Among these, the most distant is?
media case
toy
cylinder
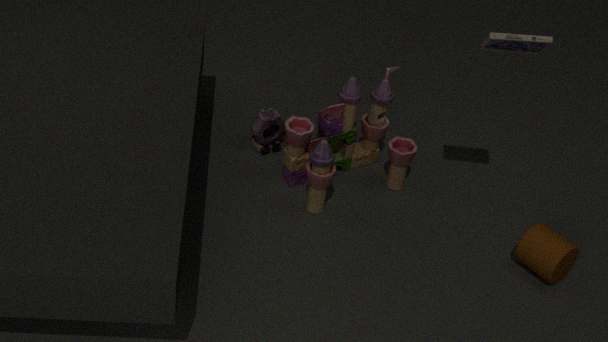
toy
